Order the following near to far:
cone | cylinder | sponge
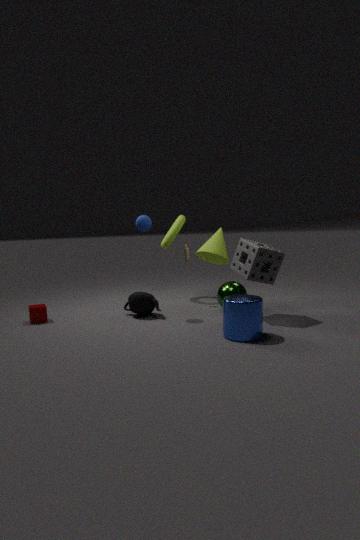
1. cylinder
2. sponge
3. cone
